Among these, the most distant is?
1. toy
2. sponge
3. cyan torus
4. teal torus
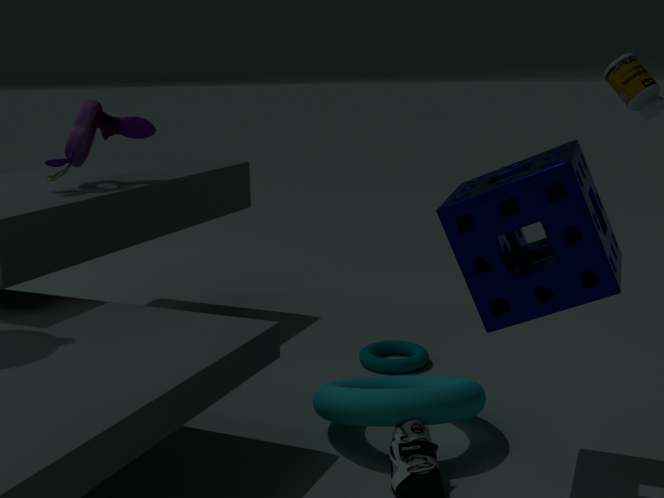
teal torus
